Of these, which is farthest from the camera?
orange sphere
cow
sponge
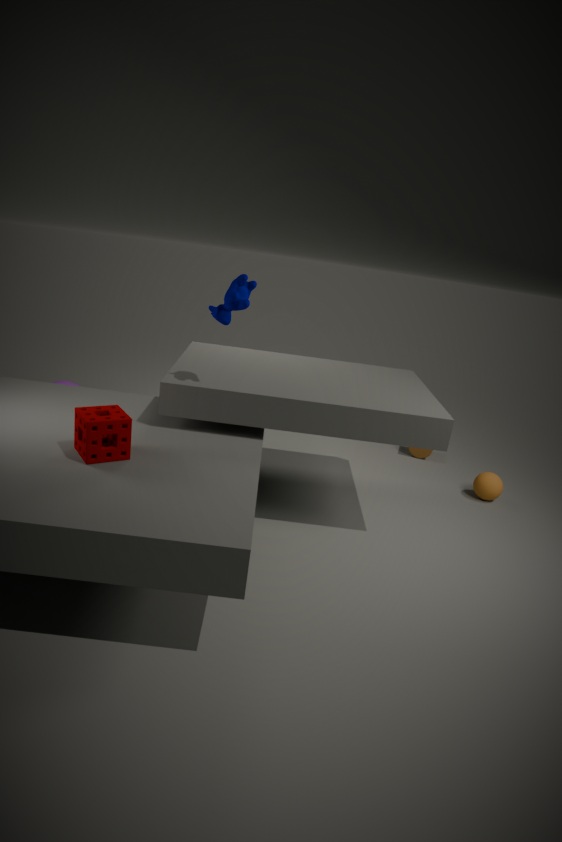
orange sphere
